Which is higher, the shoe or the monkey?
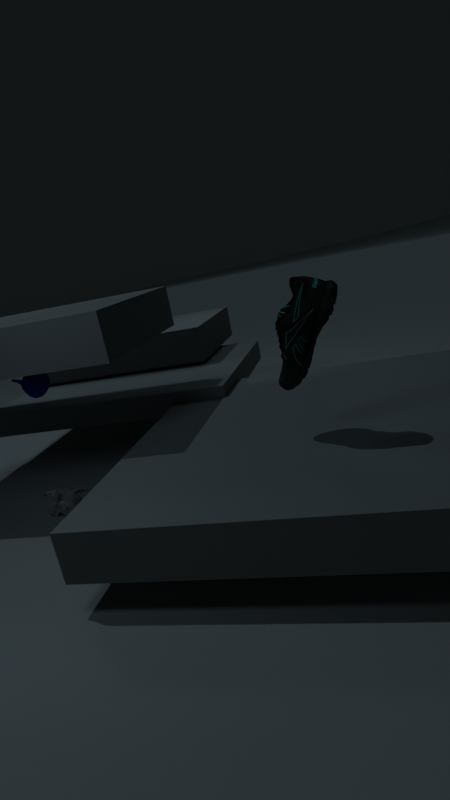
the shoe
